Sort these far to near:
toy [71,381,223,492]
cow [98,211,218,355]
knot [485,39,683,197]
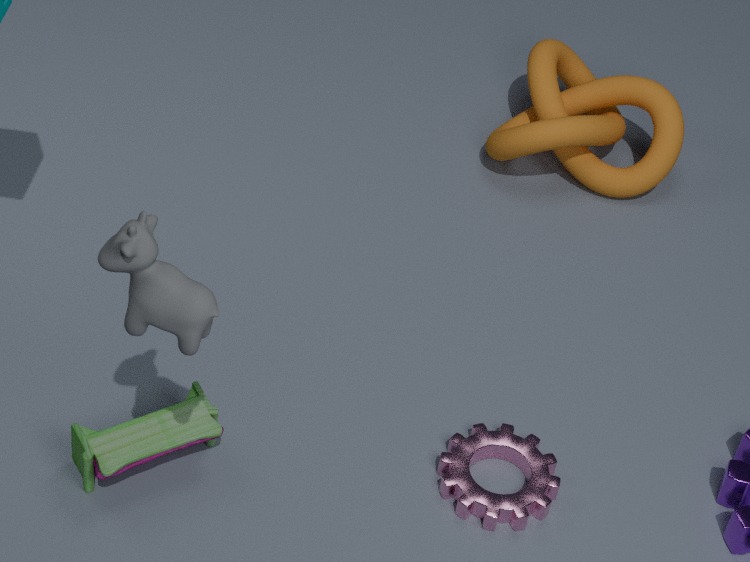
knot [485,39,683,197] < toy [71,381,223,492] < cow [98,211,218,355]
